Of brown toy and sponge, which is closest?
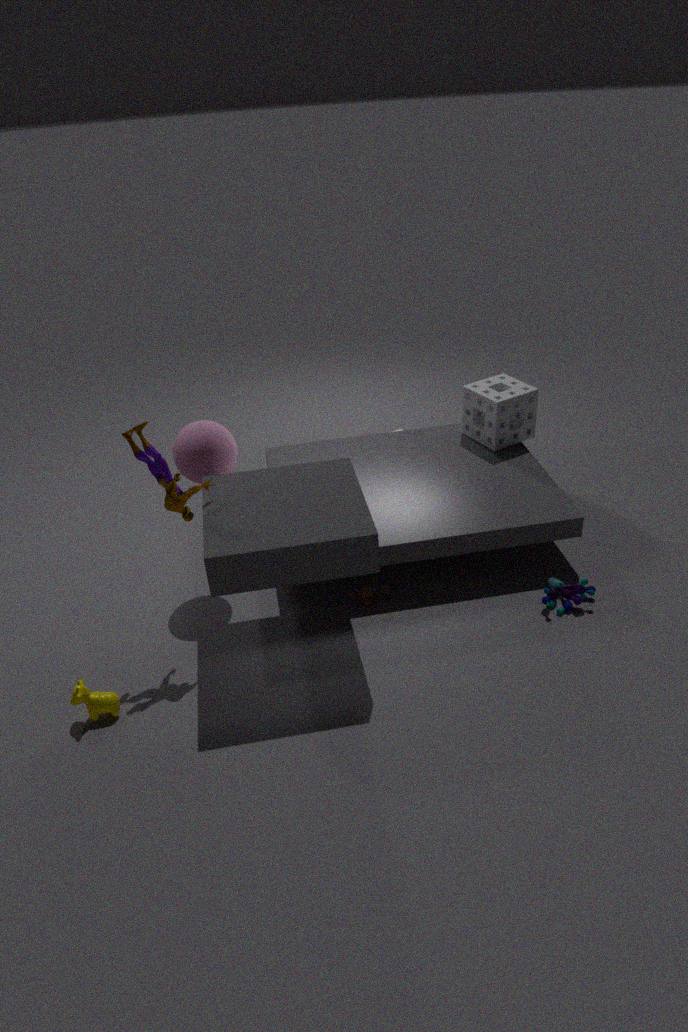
brown toy
